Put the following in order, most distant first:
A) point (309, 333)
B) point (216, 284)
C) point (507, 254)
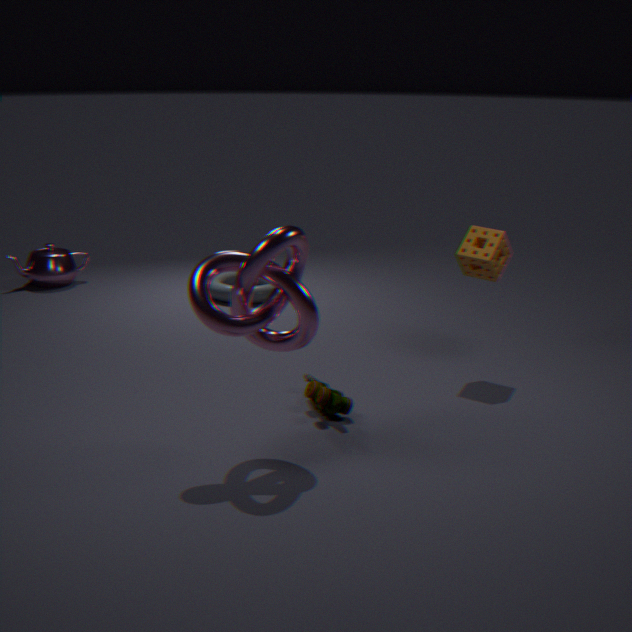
point (216, 284) < point (507, 254) < point (309, 333)
